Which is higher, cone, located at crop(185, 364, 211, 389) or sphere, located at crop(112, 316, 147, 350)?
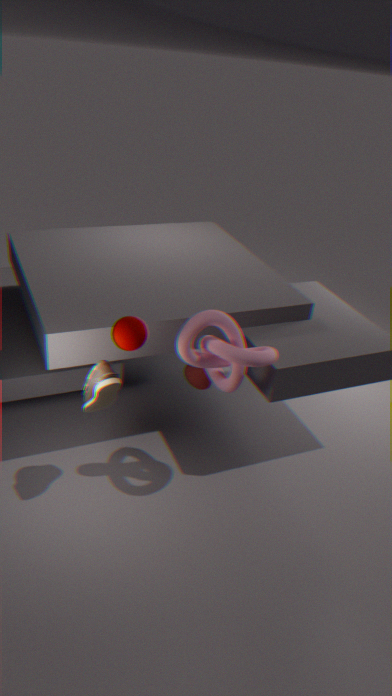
sphere, located at crop(112, 316, 147, 350)
